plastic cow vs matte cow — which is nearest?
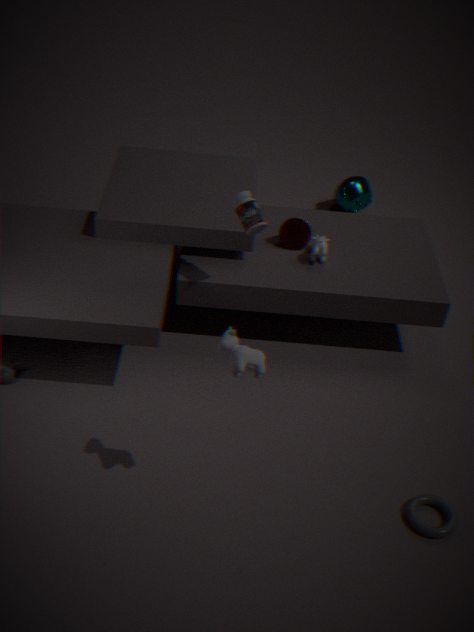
matte cow
